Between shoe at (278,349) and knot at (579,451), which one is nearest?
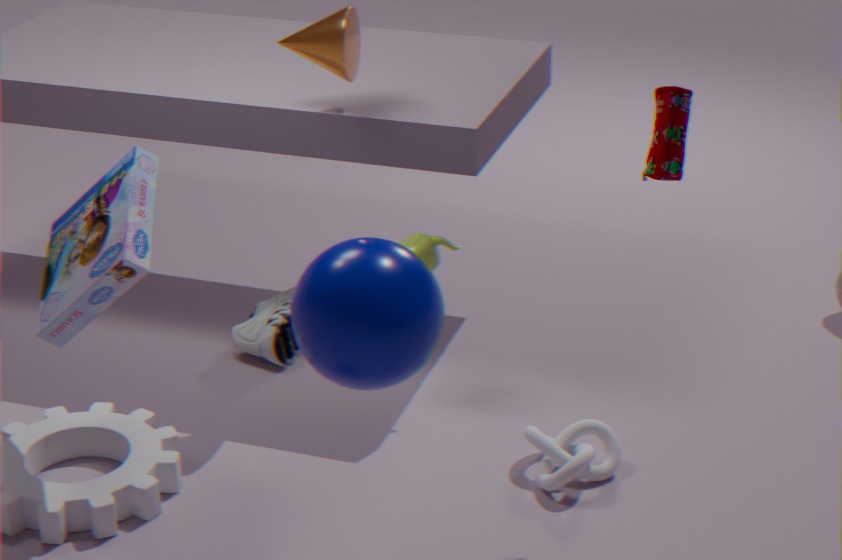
knot at (579,451)
